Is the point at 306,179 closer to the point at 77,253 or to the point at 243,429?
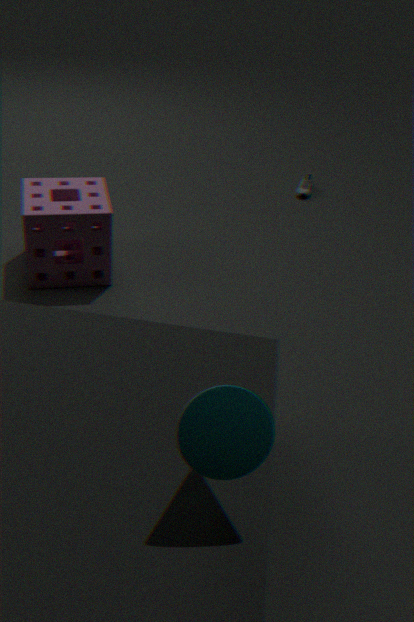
the point at 77,253
